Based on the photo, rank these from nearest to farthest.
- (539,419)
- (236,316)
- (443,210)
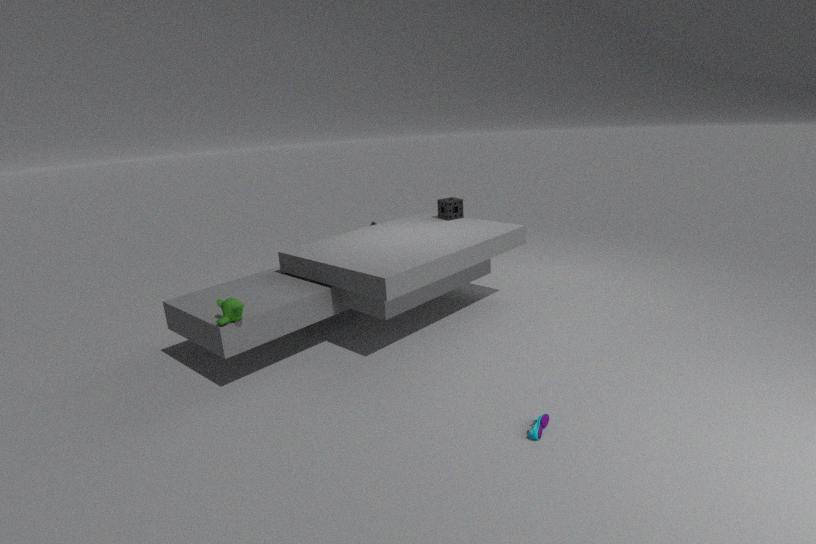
(539,419) < (236,316) < (443,210)
